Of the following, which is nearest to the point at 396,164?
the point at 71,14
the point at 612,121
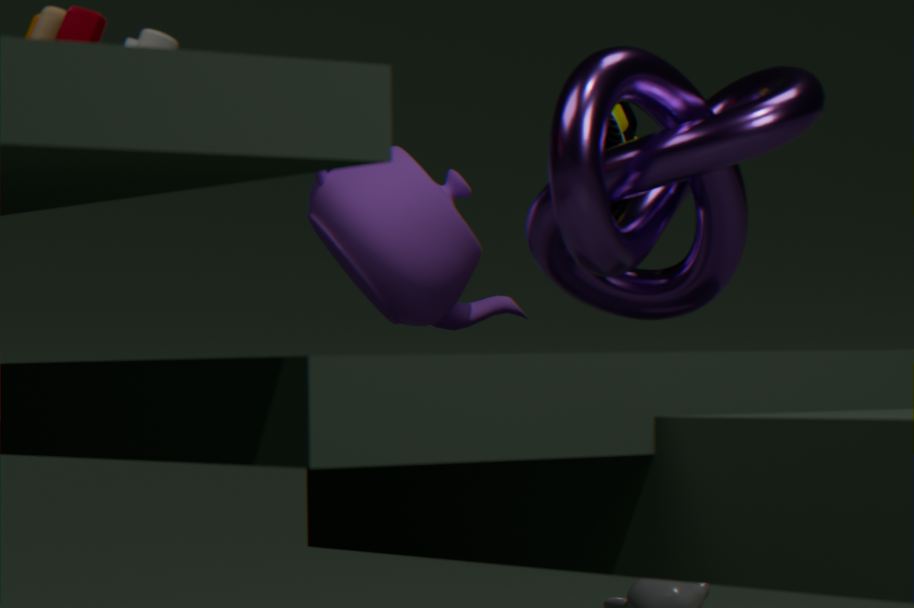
the point at 612,121
